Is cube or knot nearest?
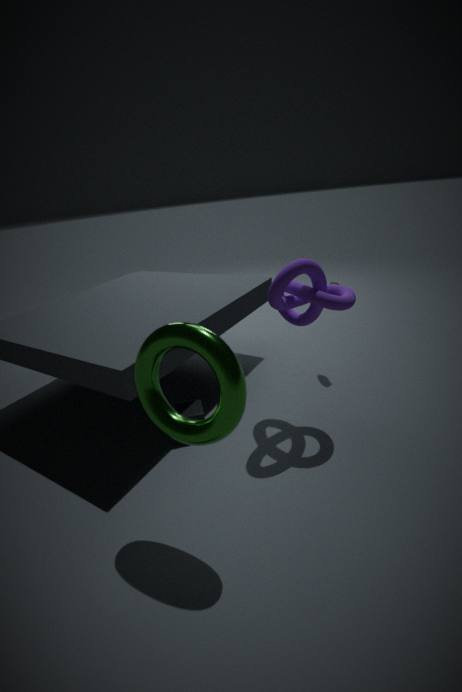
knot
